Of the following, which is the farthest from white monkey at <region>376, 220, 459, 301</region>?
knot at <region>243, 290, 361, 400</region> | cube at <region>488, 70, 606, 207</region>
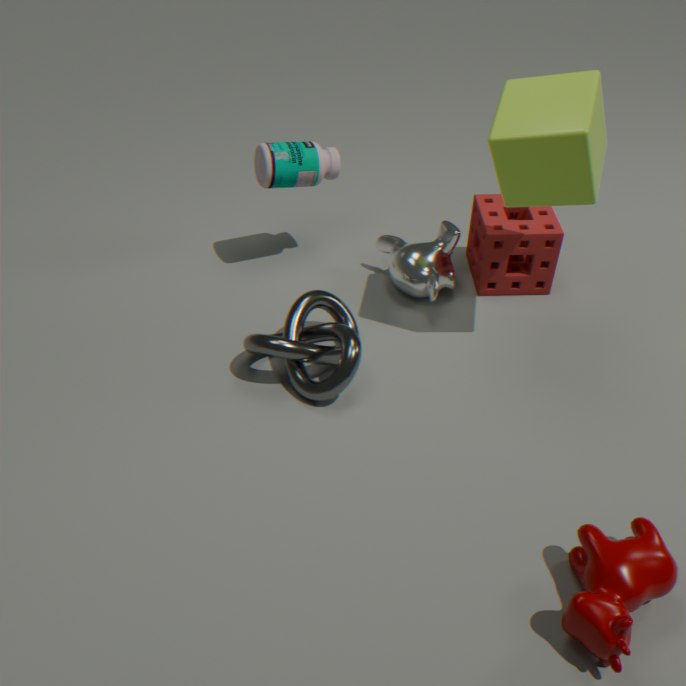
cube at <region>488, 70, 606, 207</region>
